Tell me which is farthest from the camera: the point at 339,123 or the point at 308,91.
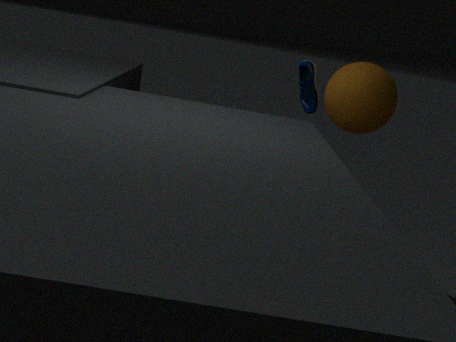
the point at 308,91
